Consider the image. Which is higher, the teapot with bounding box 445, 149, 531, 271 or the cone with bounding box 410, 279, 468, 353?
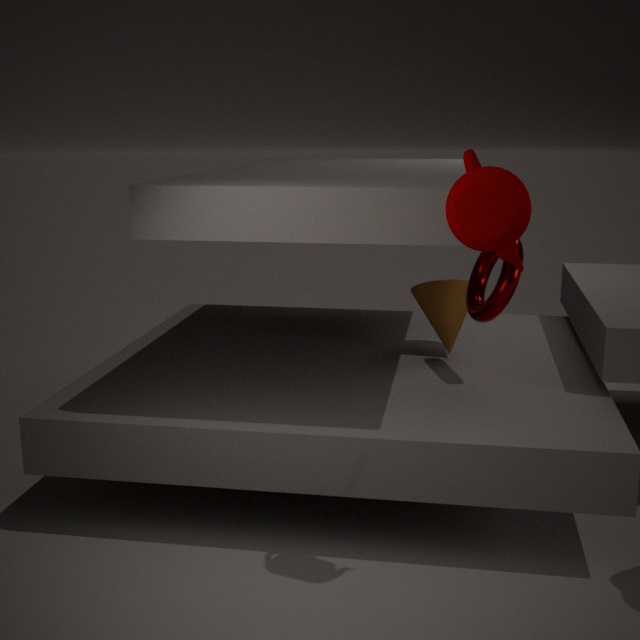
the teapot with bounding box 445, 149, 531, 271
